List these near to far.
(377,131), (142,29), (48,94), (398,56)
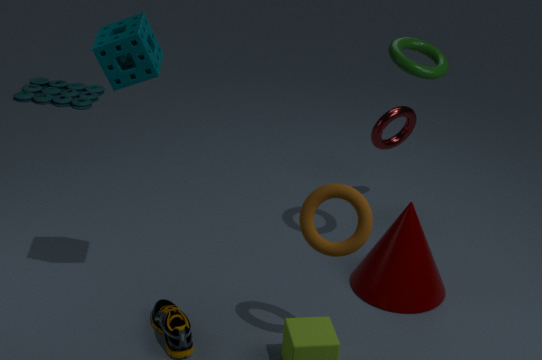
(142,29) < (398,56) < (377,131) < (48,94)
